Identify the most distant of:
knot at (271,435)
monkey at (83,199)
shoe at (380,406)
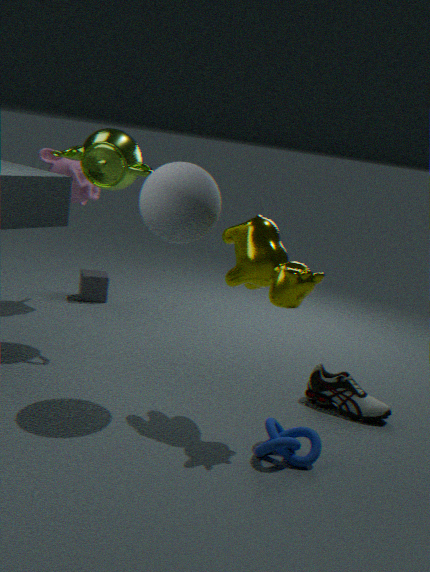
monkey at (83,199)
